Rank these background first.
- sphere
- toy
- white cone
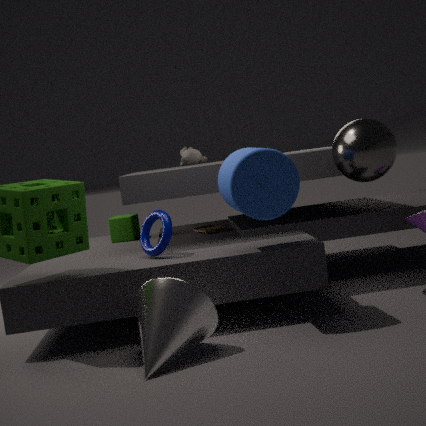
toy
sphere
white cone
